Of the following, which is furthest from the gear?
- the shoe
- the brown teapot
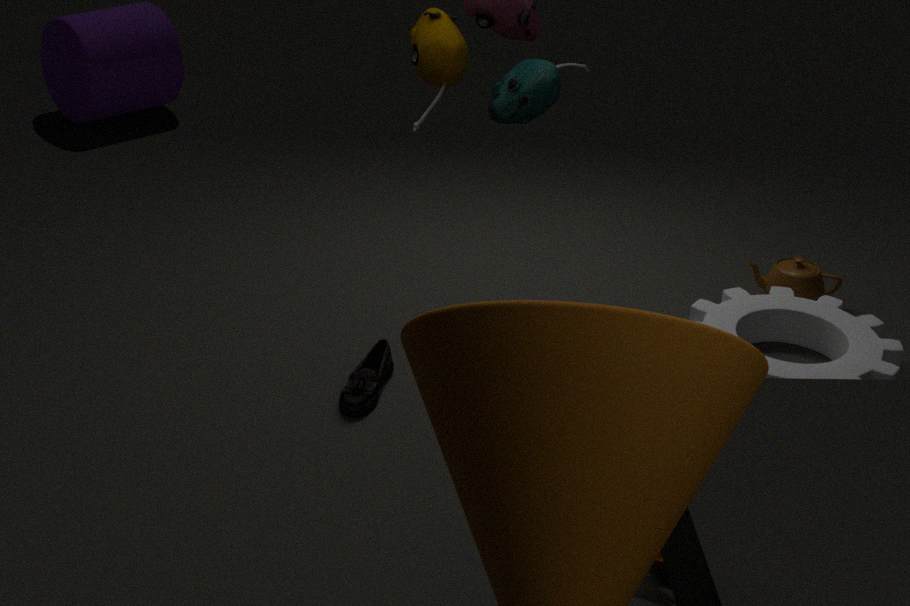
the shoe
